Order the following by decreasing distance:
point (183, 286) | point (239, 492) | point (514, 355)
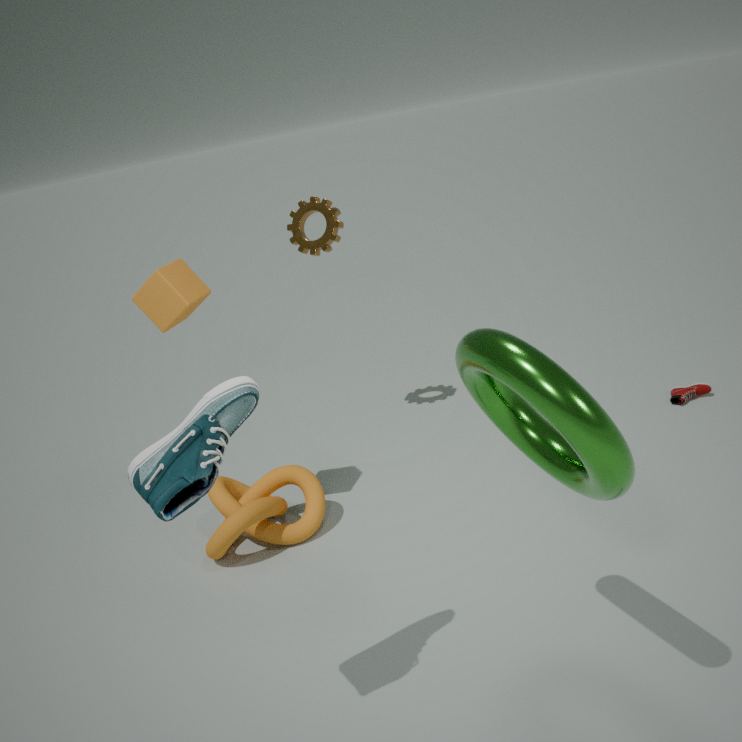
point (239, 492) → point (183, 286) → point (514, 355)
